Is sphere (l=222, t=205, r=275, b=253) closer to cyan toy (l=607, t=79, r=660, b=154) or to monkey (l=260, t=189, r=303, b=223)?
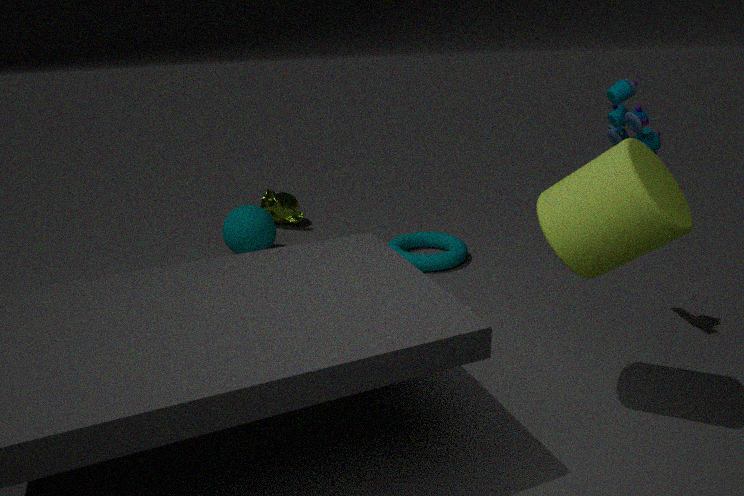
monkey (l=260, t=189, r=303, b=223)
